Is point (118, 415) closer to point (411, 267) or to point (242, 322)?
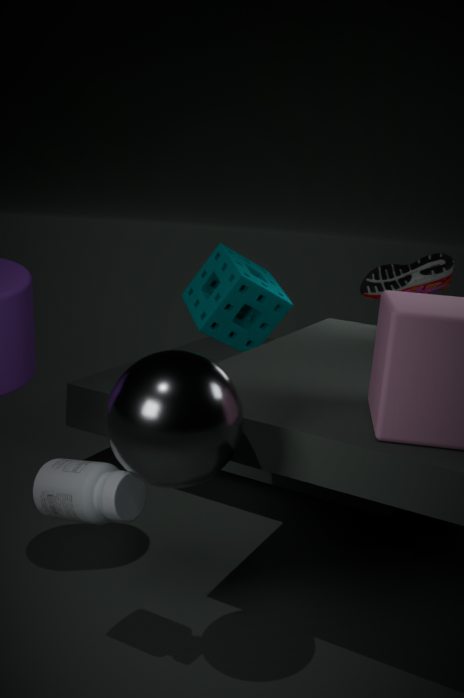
point (411, 267)
